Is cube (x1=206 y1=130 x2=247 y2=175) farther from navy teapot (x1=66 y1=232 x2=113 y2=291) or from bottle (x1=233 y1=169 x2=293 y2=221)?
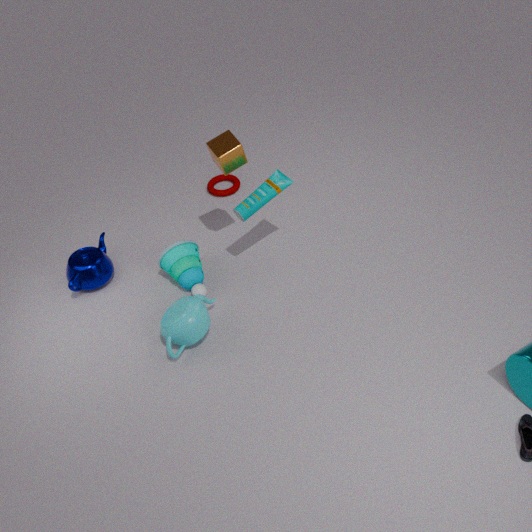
Result: navy teapot (x1=66 y1=232 x2=113 y2=291)
